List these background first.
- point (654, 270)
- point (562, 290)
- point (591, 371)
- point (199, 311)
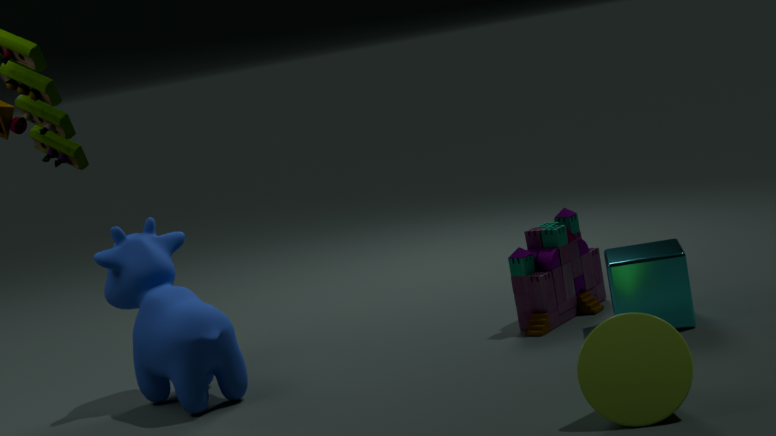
point (562, 290), point (199, 311), point (654, 270), point (591, 371)
